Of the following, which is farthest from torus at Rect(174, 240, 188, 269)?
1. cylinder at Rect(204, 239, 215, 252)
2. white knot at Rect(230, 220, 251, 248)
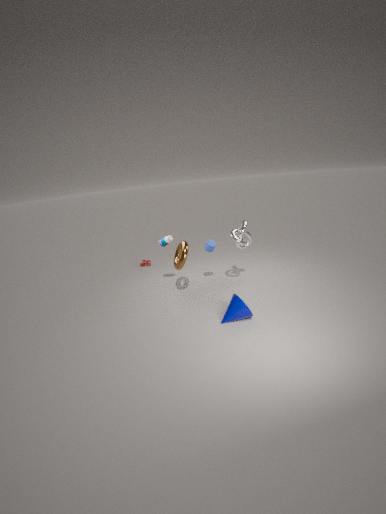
white knot at Rect(230, 220, 251, 248)
